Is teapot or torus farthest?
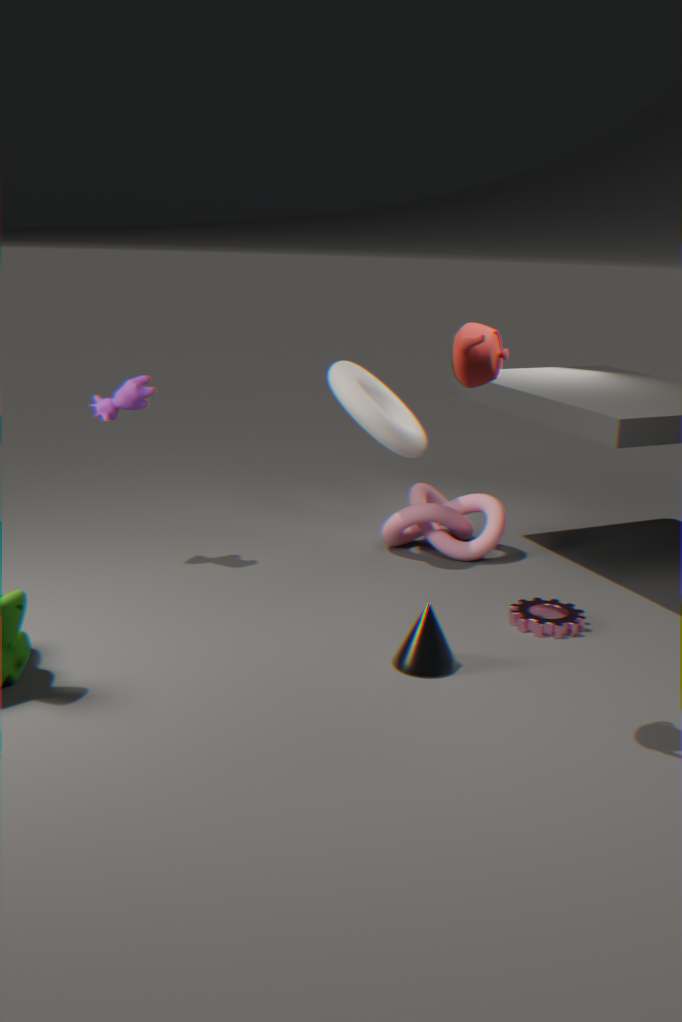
torus
